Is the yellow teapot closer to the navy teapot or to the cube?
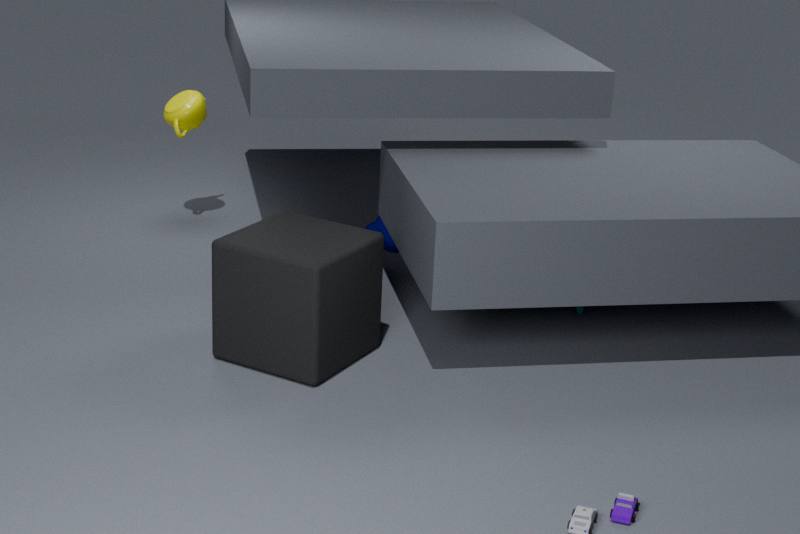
the navy teapot
